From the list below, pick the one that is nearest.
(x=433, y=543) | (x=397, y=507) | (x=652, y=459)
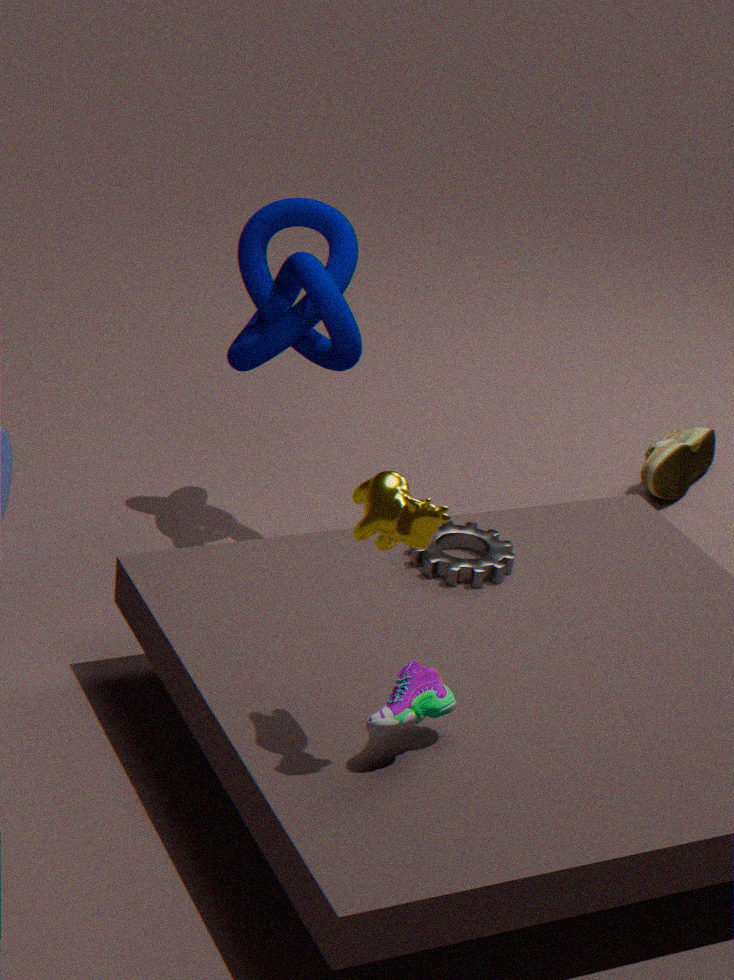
(x=397, y=507)
